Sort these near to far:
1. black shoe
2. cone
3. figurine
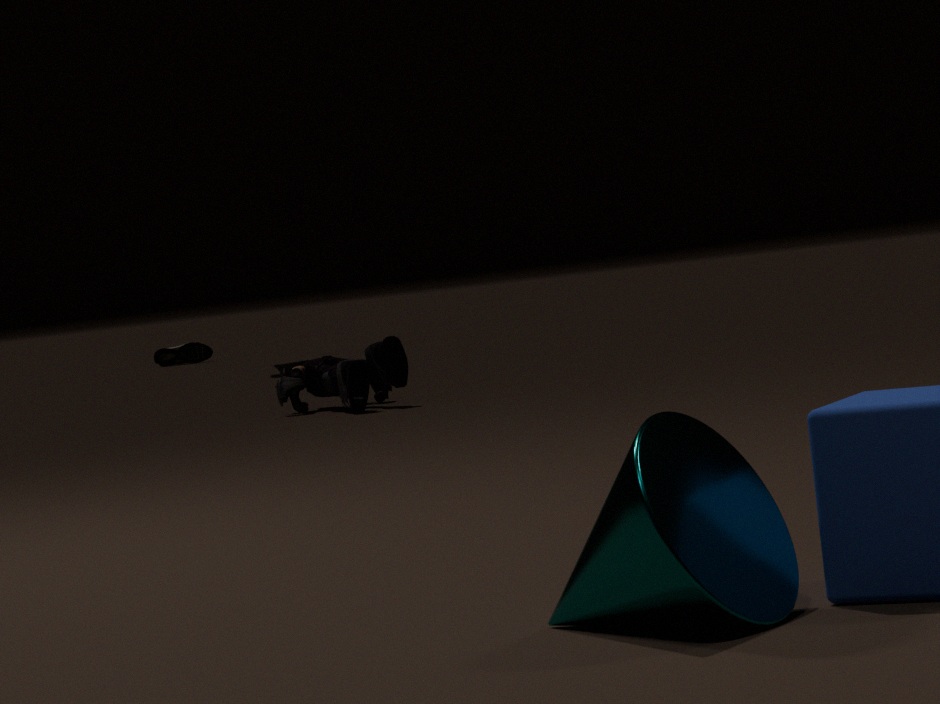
cone, figurine, black shoe
